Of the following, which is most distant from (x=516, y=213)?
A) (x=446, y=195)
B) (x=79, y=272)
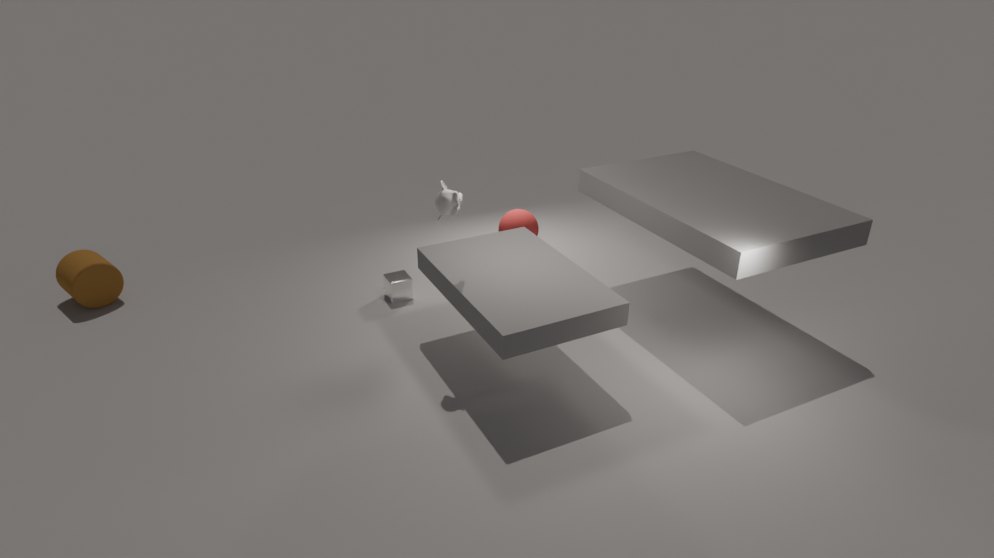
(x=79, y=272)
